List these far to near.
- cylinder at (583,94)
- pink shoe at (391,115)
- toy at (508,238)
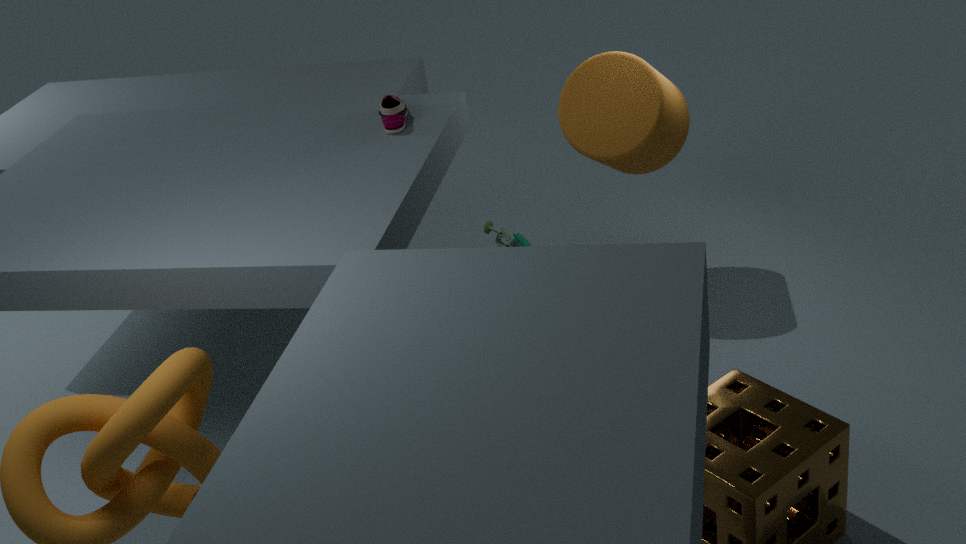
toy at (508,238), cylinder at (583,94), pink shoe at (391,115)
